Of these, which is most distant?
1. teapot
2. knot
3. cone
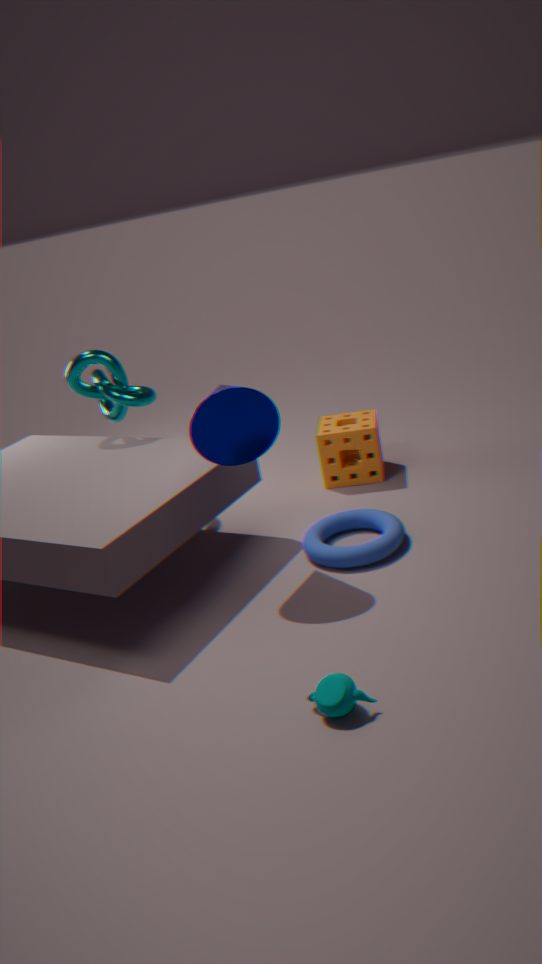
knot
